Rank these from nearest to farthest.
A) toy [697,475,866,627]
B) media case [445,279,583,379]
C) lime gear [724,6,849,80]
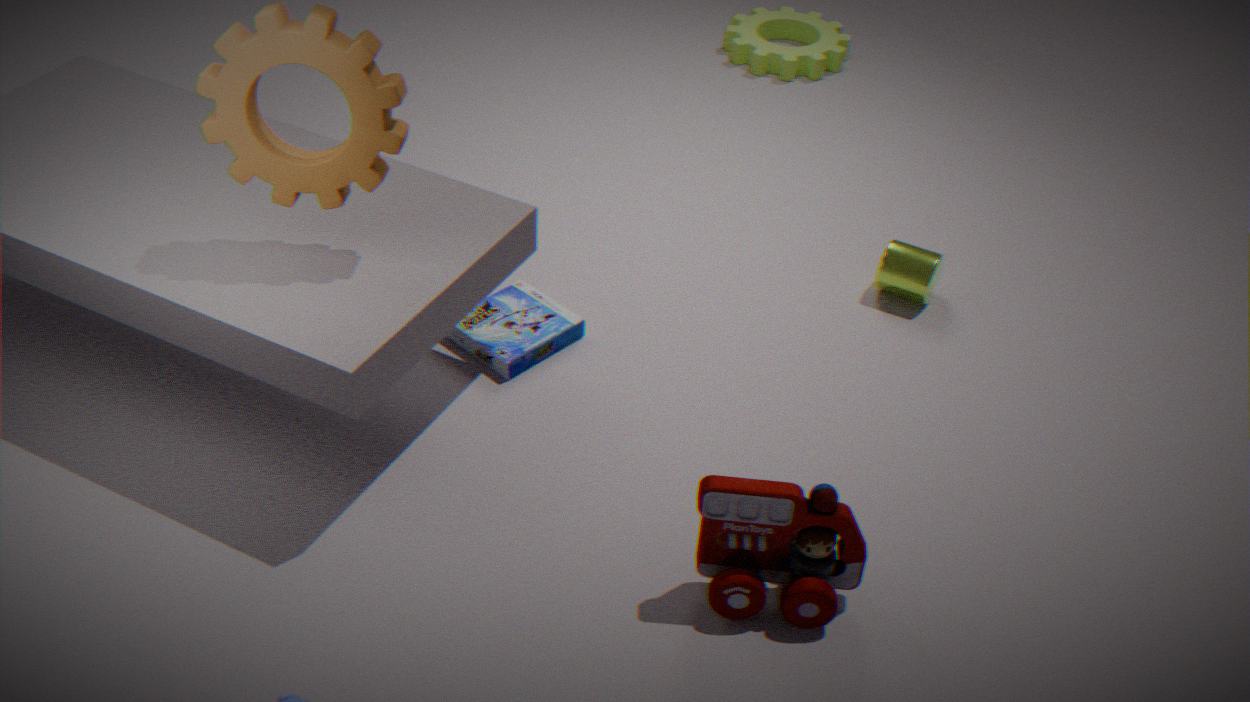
toy [697,475,866,627]
media case [445,279,583,379]
lime gear [724,6,849,80]
